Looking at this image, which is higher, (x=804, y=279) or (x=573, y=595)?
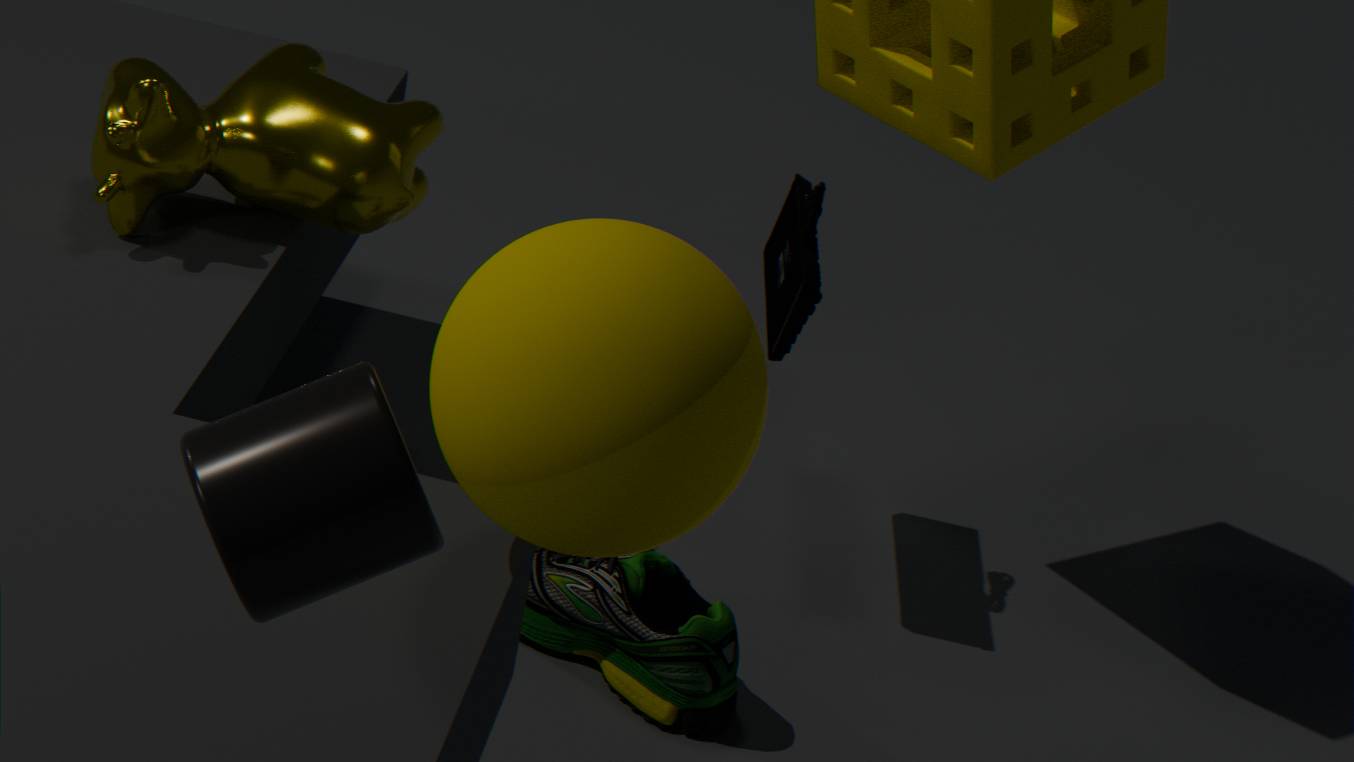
(x=804, y=279)
